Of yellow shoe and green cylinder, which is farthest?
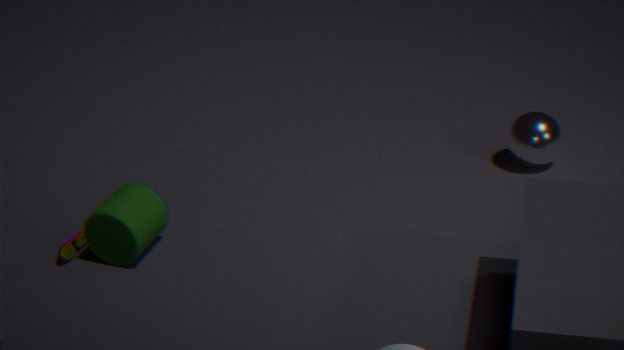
yellow shoe
